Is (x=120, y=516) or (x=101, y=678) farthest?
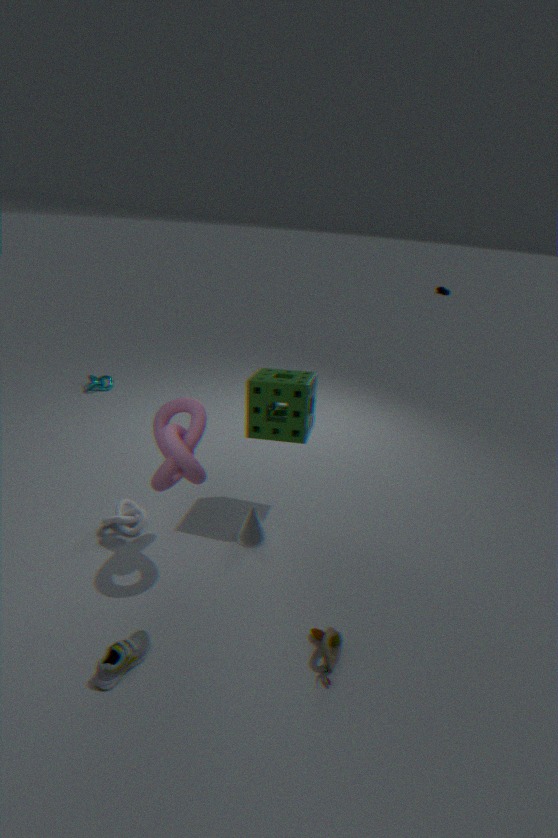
(x=120, y=516)
